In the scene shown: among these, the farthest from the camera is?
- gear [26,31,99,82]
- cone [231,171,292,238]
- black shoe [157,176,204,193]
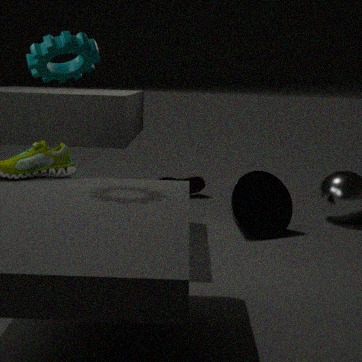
black shoe [157,176,204,193]
